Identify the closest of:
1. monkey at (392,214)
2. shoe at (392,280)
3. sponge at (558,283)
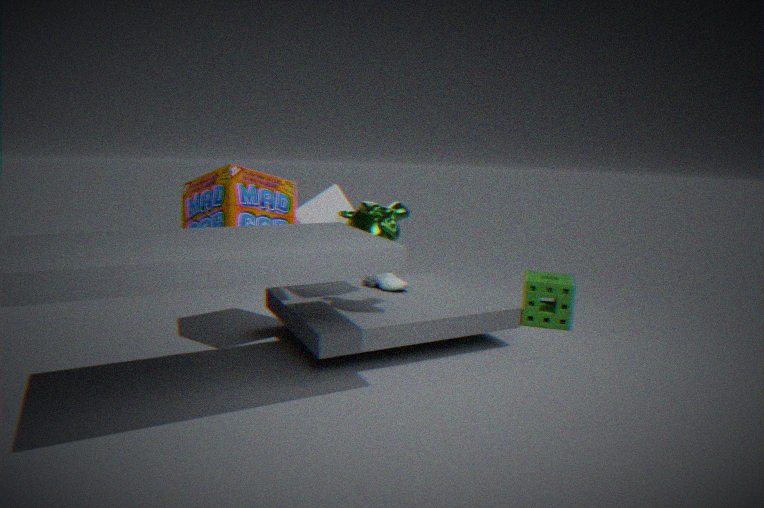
monkey at (392,214)
